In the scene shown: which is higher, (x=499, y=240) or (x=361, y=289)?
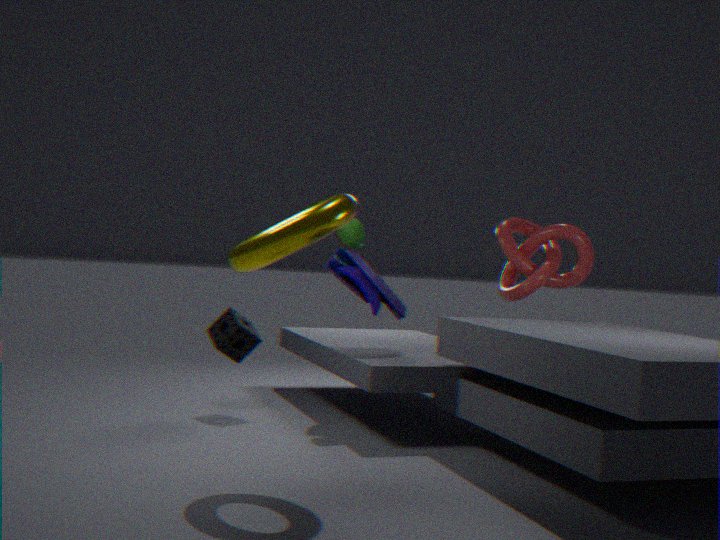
(x=499, y=240)
